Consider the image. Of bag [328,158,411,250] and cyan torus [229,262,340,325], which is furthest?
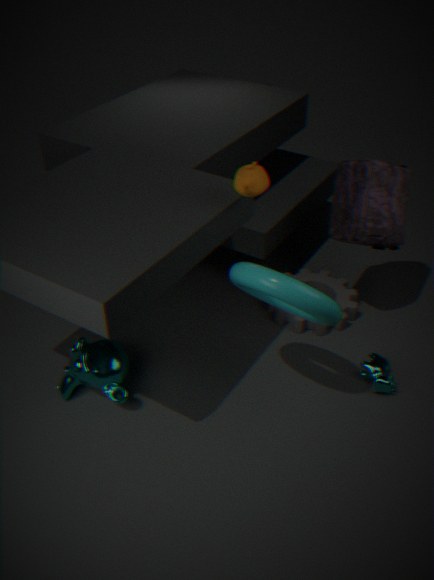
bag [328,158,411,250]
